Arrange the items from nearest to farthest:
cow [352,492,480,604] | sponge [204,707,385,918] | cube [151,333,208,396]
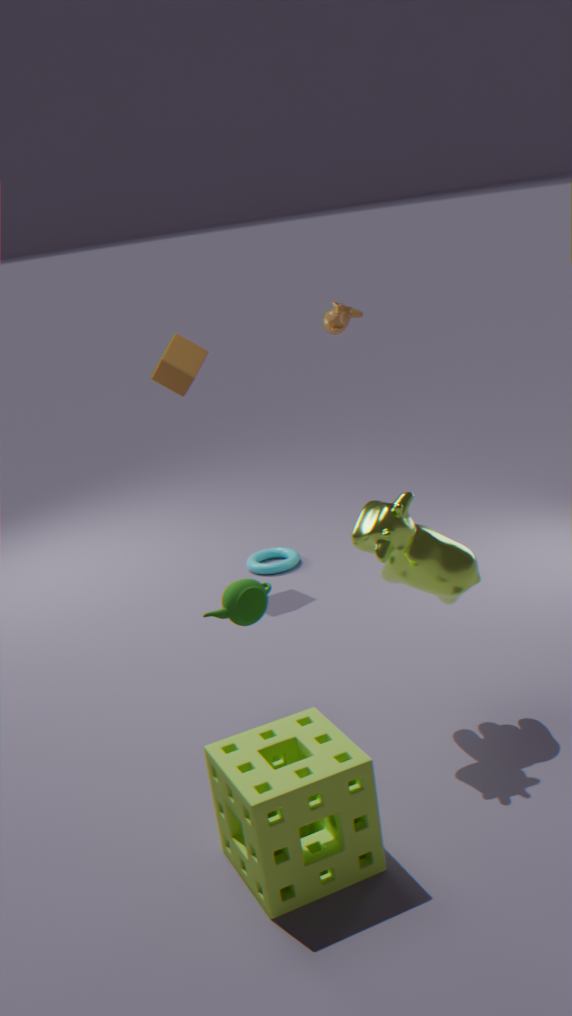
sponge [204,707,385,918] → cow [352,492,480,604] → cube [151,333,208,396]
